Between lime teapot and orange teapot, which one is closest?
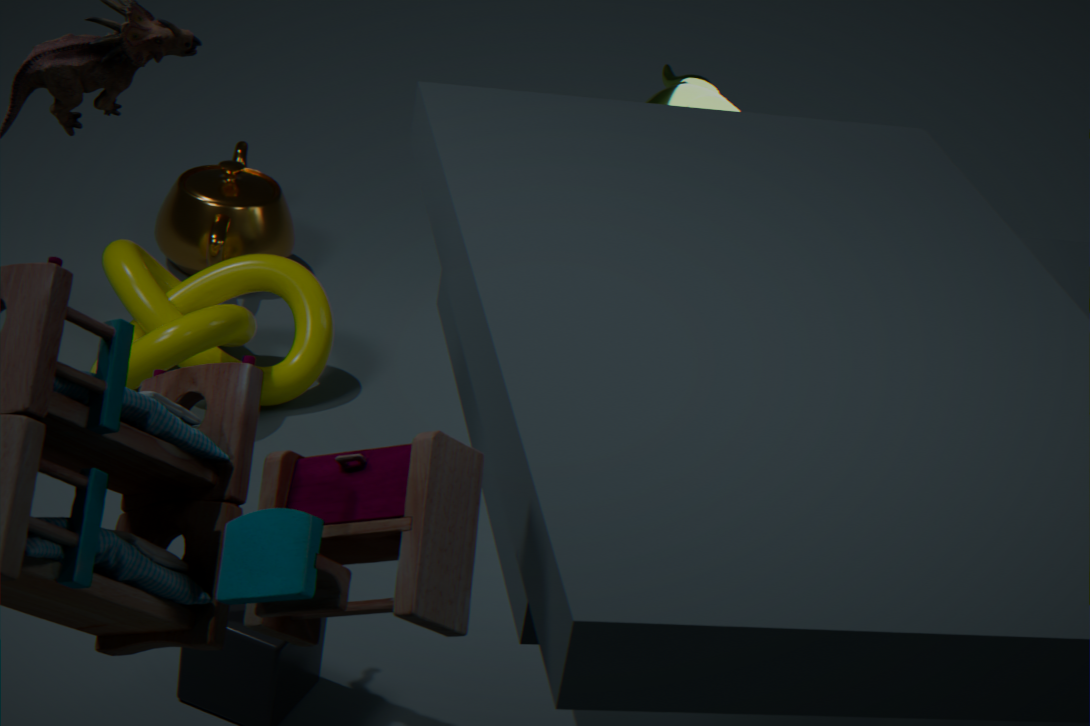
lime teapot
